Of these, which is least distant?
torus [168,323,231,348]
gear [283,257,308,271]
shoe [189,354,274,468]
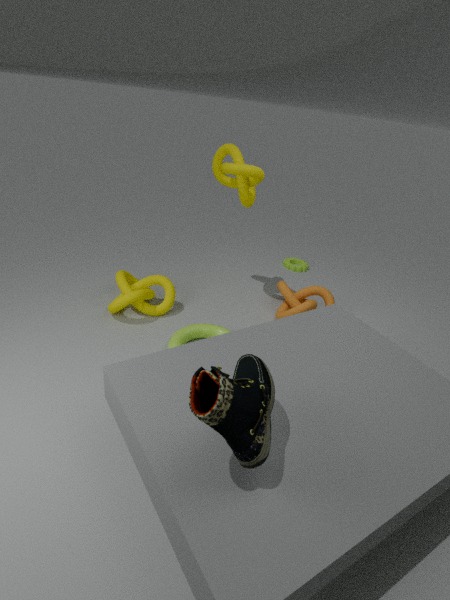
shoe [189,354,274,468]
